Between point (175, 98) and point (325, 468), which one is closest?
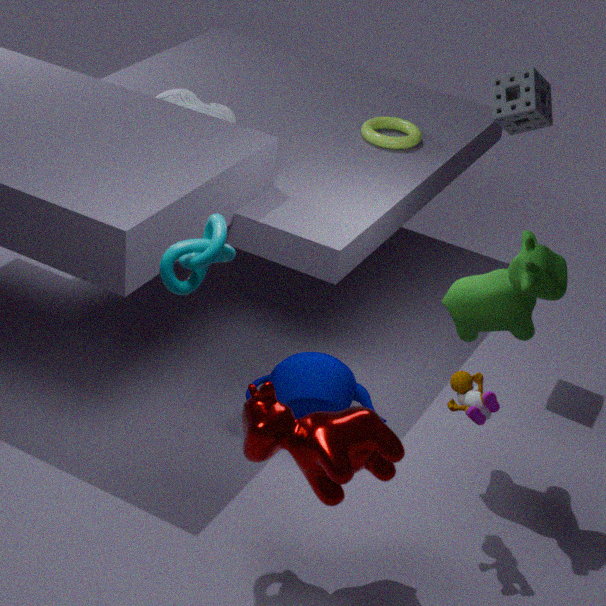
point (325, 468)
